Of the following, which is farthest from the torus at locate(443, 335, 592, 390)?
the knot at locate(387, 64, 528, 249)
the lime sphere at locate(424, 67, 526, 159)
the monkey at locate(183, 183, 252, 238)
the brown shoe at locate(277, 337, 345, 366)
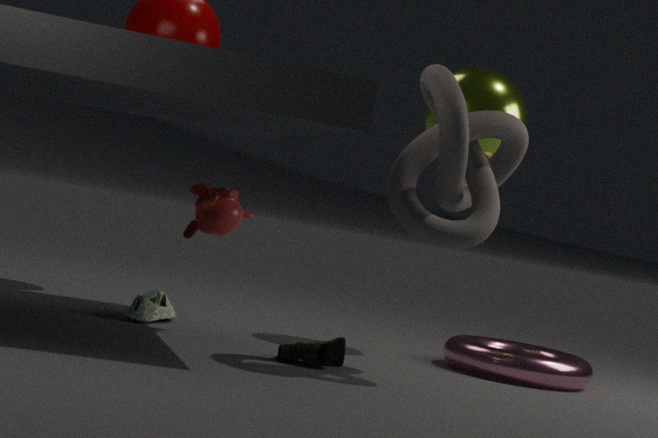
the monkey at locate(183, 183, 252, 238)
